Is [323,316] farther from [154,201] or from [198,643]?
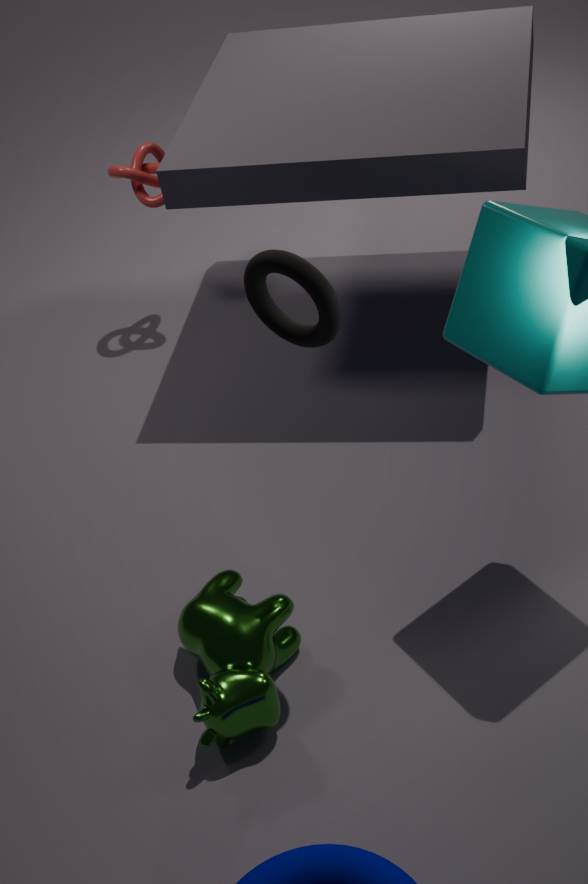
[154,201]
